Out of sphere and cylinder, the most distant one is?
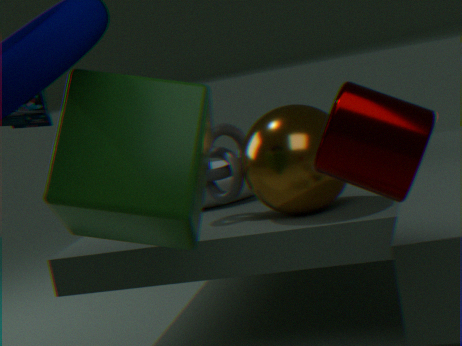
sphere
